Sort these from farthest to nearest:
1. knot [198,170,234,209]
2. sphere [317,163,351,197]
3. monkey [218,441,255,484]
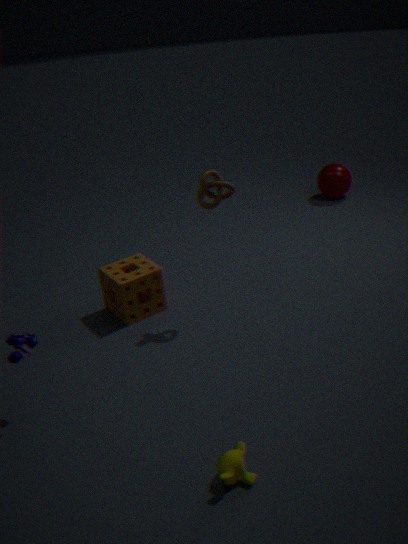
sphere [317,163,351,197], knot [198,170,234,209], monkey [218,441,255,484]
